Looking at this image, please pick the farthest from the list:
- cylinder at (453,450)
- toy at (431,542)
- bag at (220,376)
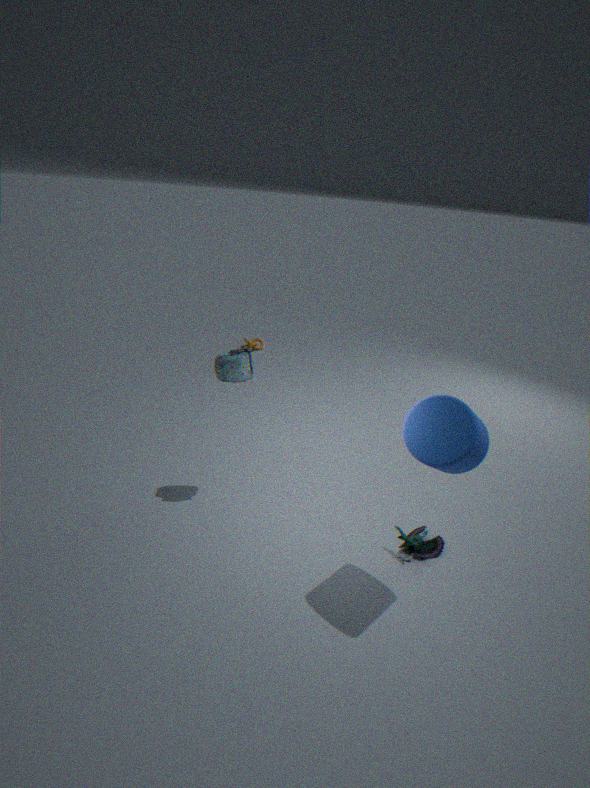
bag at (220,376)
